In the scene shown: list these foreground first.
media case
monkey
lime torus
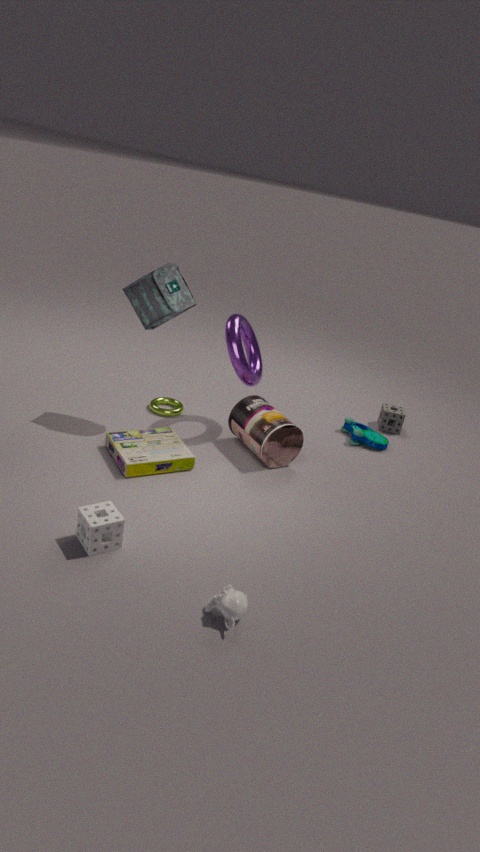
monkey < media case < lime torus
